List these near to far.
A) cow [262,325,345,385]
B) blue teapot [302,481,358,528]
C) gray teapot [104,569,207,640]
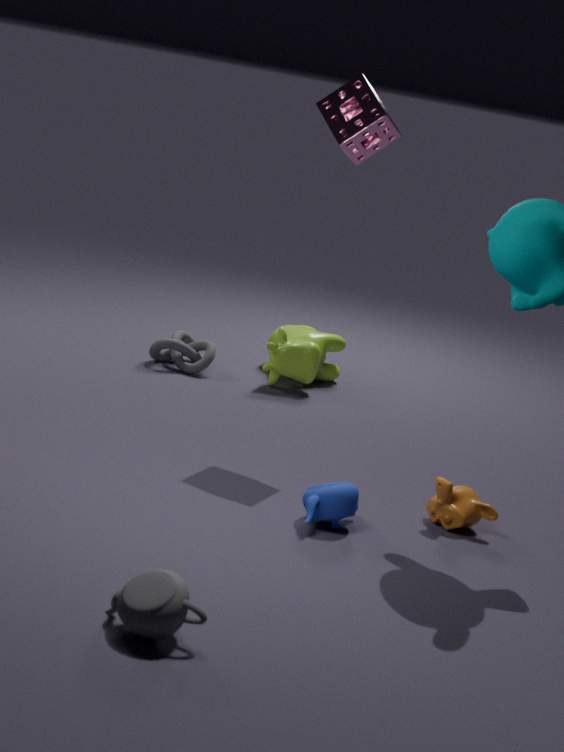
1. gray teapot [104,569,207,640]
2. blue teapot [302,481,358,528]
3. cow [262,325,345,385]
